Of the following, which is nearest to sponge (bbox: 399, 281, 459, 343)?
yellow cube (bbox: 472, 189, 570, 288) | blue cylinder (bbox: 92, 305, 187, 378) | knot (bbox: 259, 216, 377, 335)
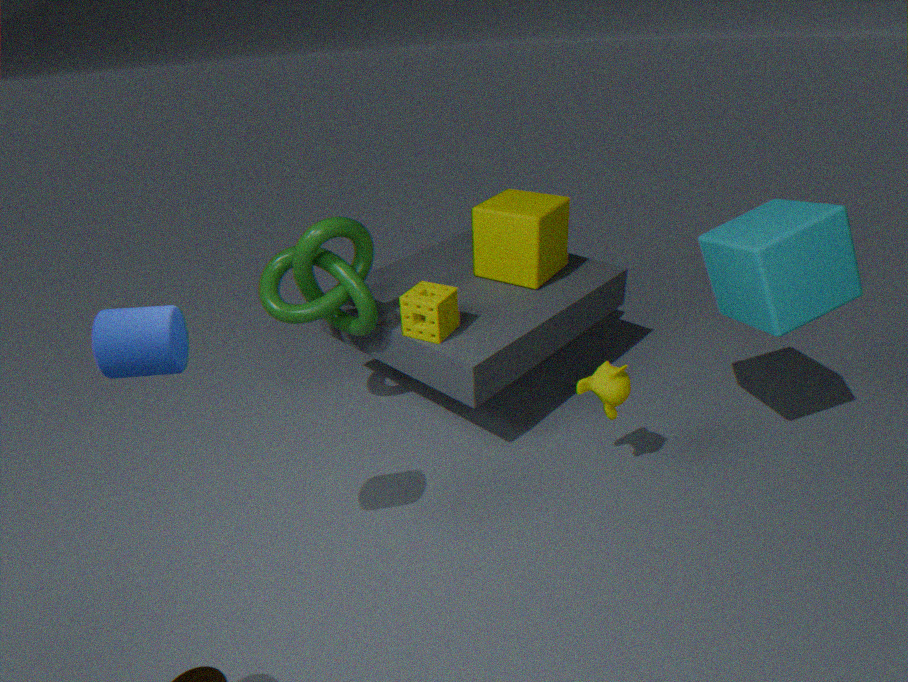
knot (bbox: 259, 216, 377, 335)
